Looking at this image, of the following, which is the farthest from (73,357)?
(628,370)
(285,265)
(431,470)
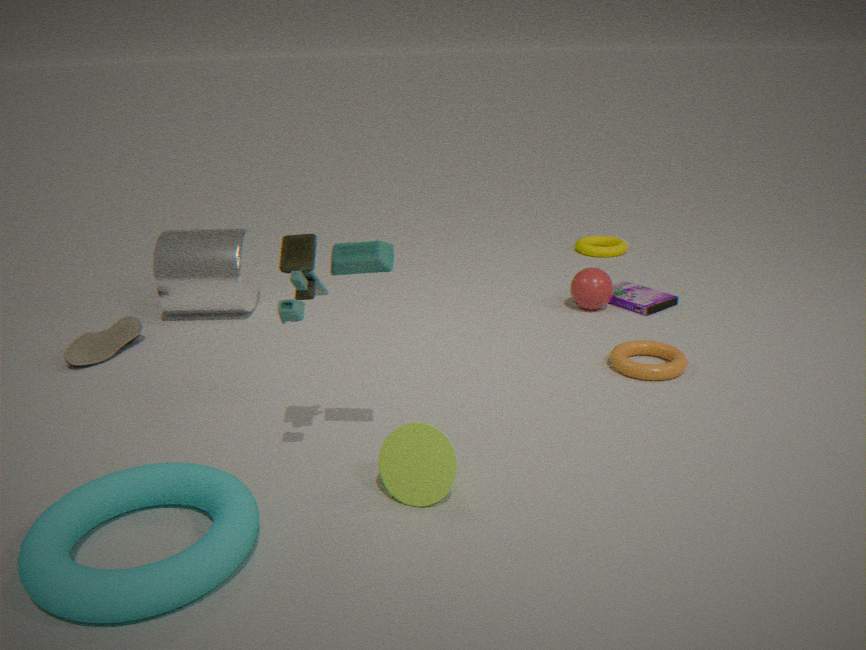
(628,370)
